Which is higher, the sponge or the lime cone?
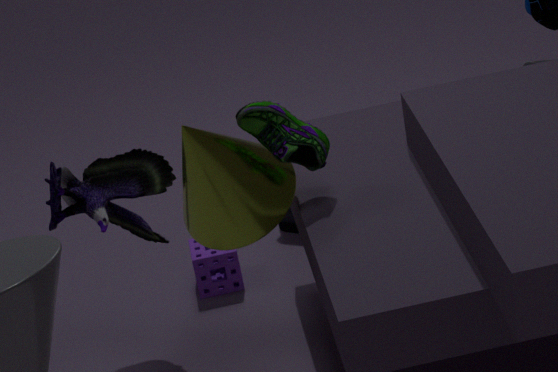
the lime cone
